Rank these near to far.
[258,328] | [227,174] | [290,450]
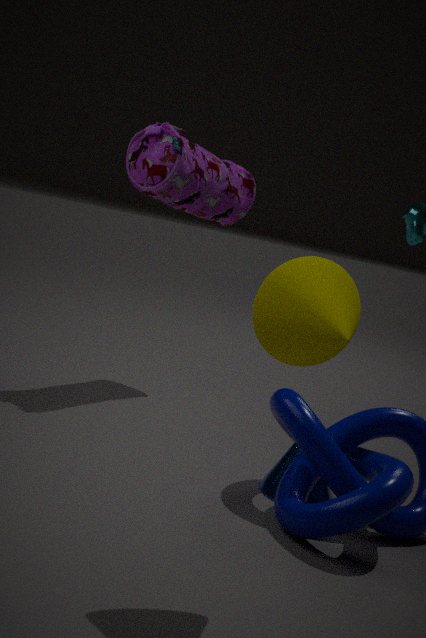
[258,328] < [290,450] < [227,174]
